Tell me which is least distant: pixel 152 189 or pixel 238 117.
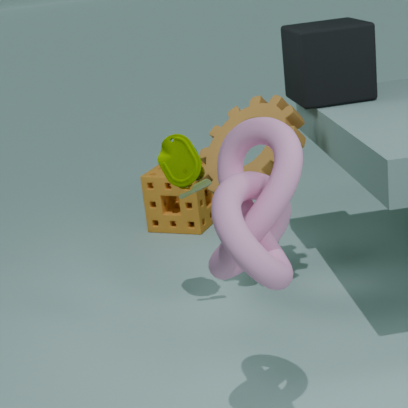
pixel 238 117
